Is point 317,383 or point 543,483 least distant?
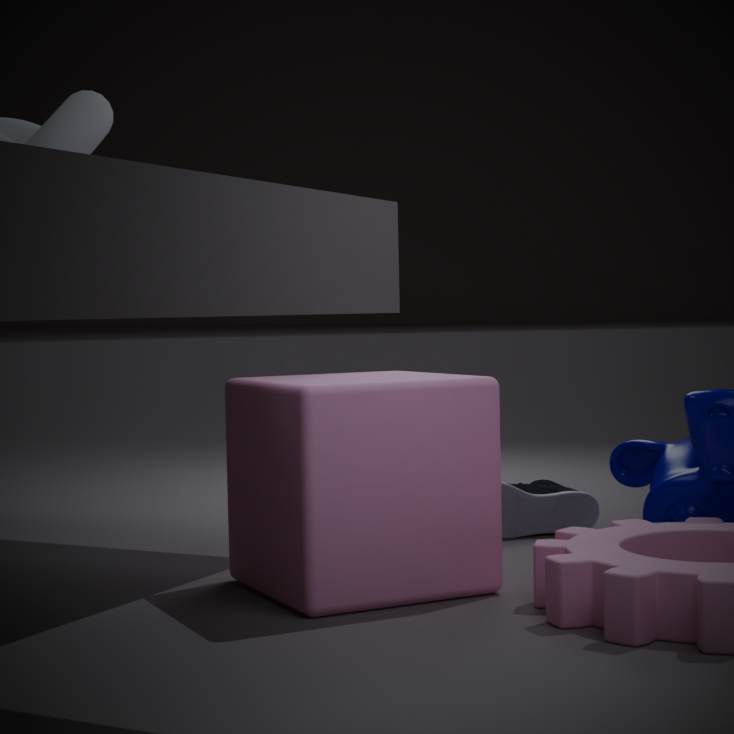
point 317,383
